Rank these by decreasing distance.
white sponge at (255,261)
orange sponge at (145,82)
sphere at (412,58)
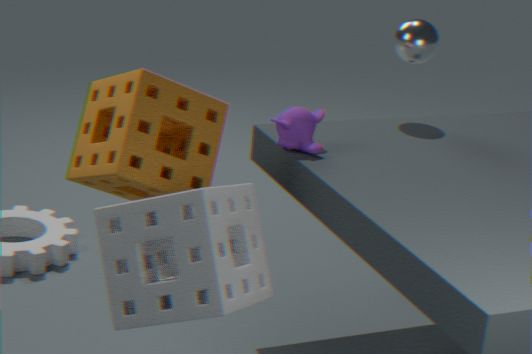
sphere at (412,58) < orange sponge at (145,82) < white sponge at (255,261)
